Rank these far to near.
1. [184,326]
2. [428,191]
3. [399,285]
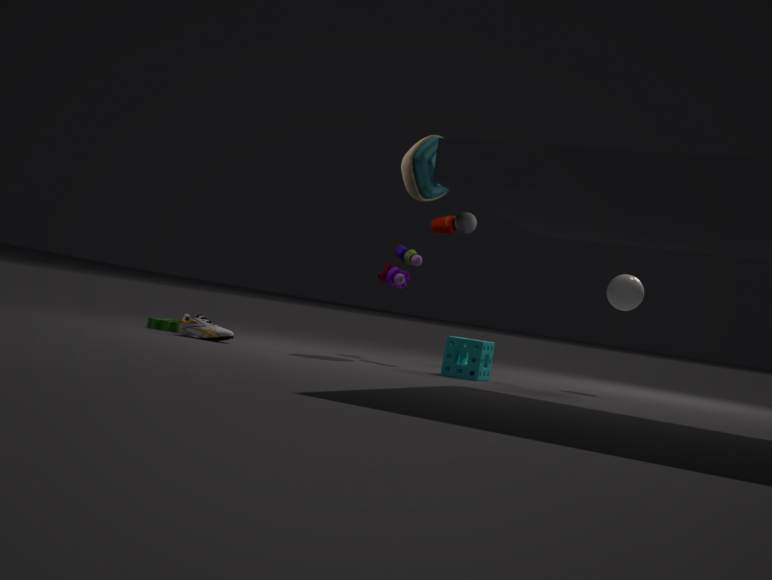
[399,285] → [428,191] → [184,326]
